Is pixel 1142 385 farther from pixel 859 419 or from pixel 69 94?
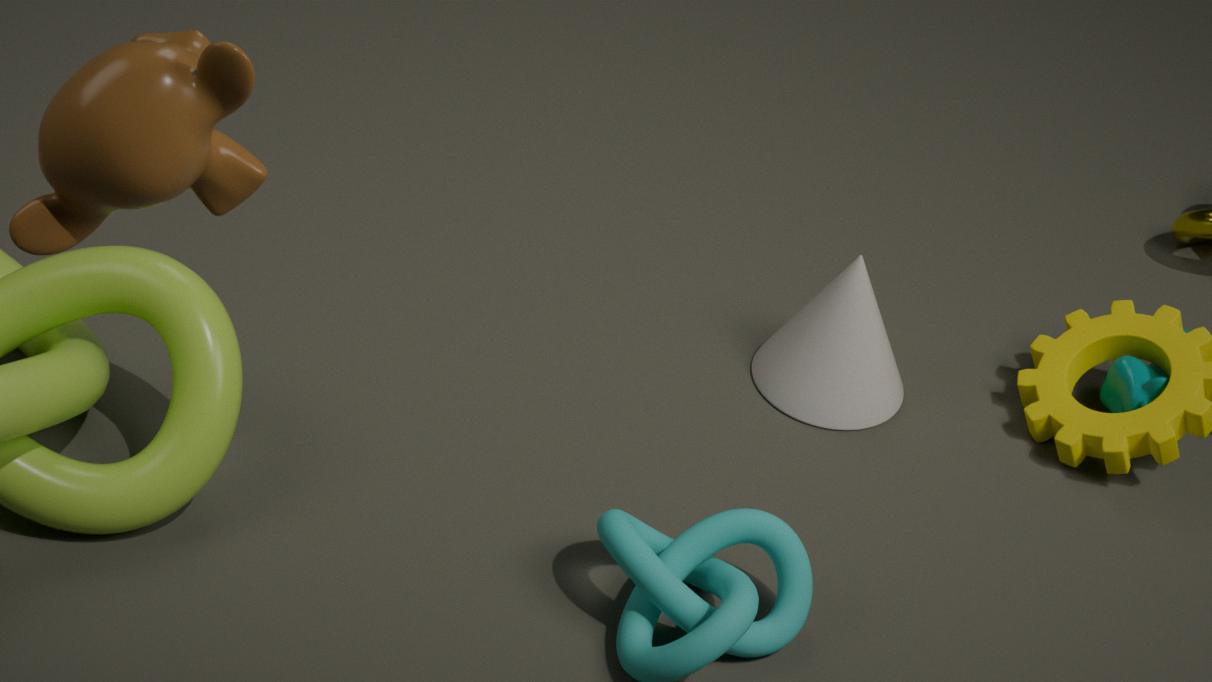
pixel 69 94
